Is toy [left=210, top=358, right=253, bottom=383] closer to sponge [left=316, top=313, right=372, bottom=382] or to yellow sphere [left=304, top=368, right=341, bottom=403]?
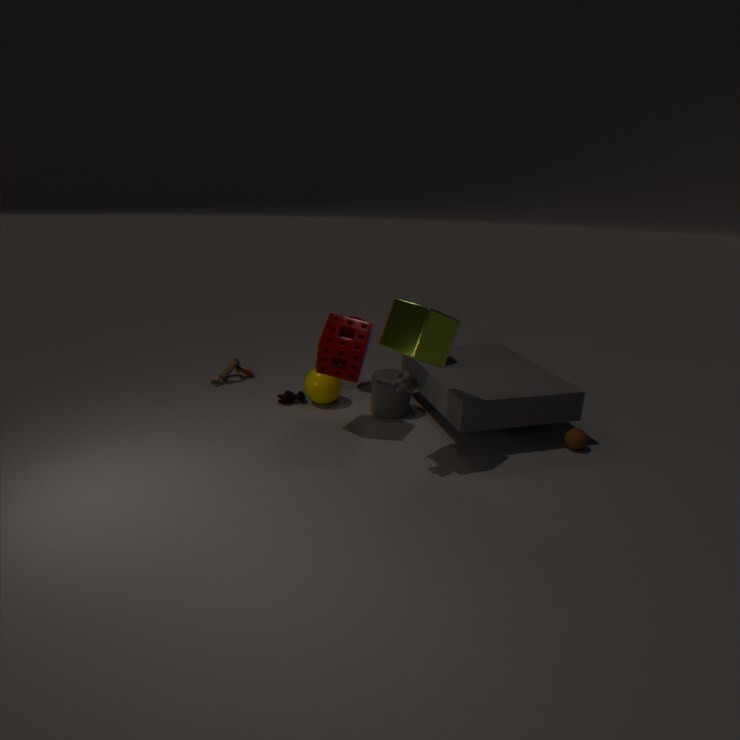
yellow sphere [left=304, top=368, right=341, bottom=403]
